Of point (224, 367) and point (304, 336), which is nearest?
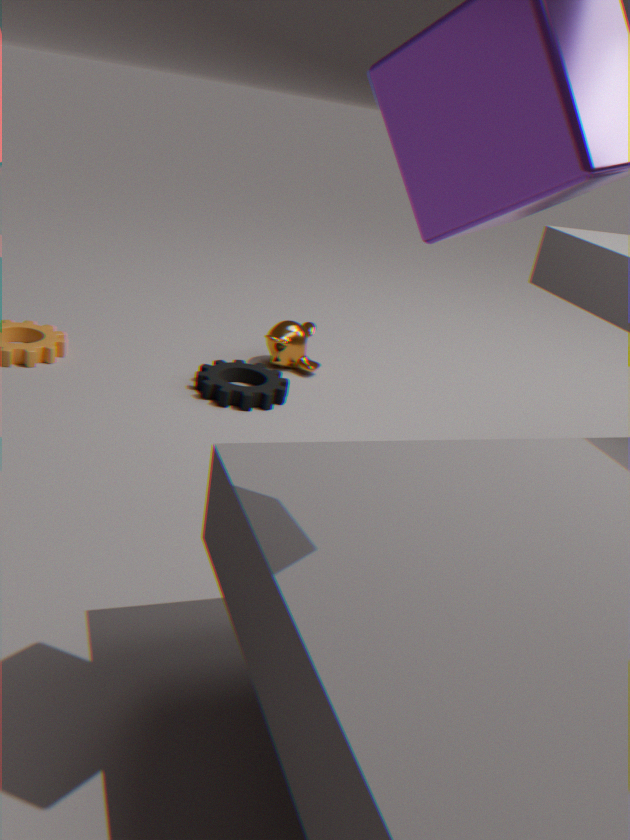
point (224, 367)
